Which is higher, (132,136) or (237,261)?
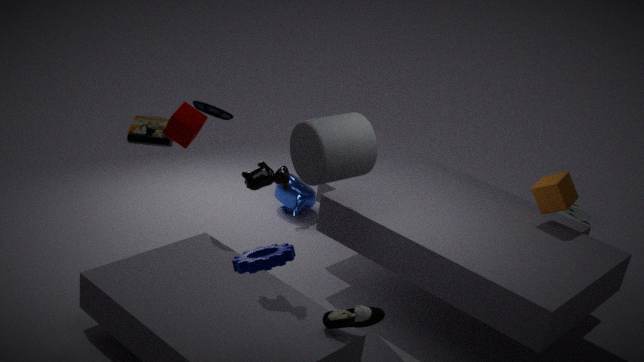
(237,261)
